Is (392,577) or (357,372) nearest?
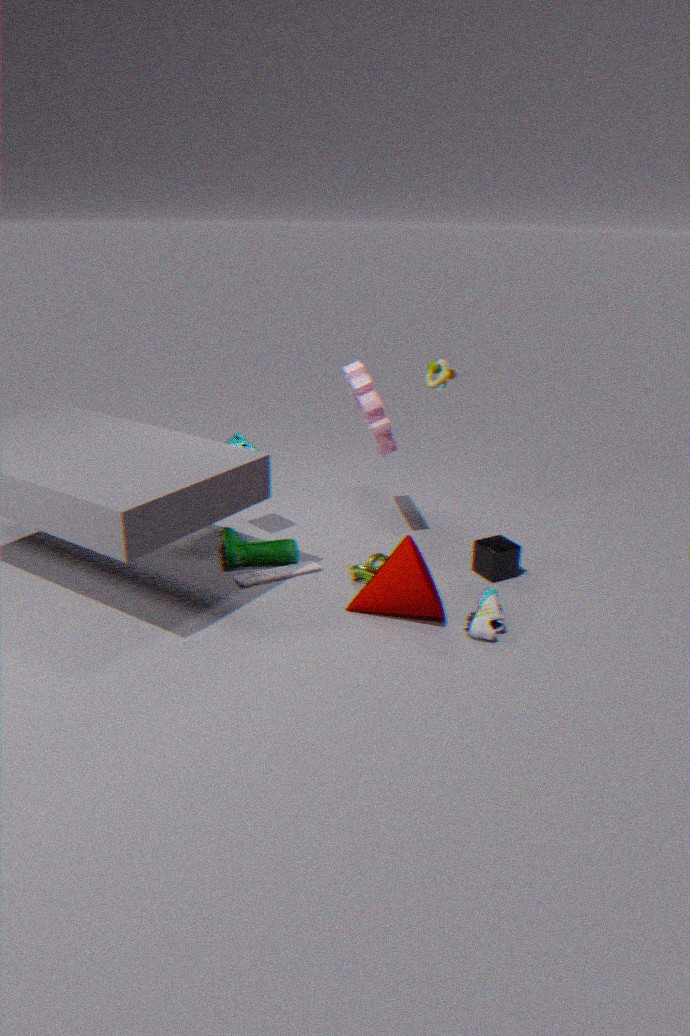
(392,577)
